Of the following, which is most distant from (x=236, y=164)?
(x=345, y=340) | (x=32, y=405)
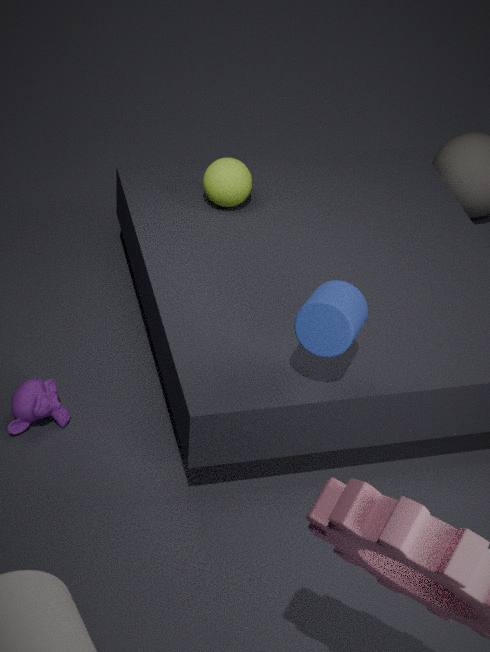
(x=32, y=405)
